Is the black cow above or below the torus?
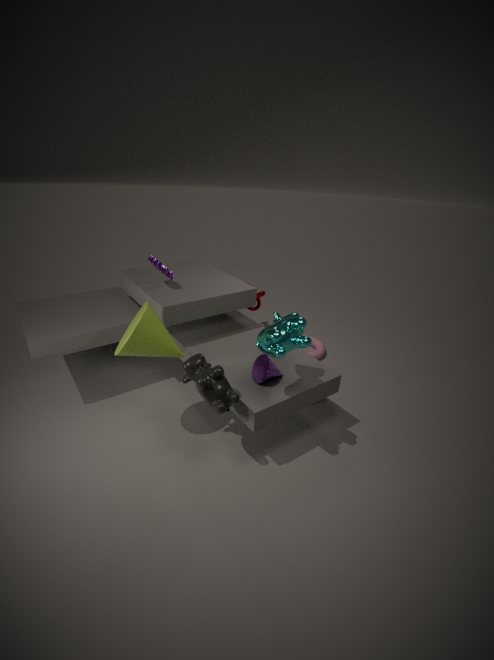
above
